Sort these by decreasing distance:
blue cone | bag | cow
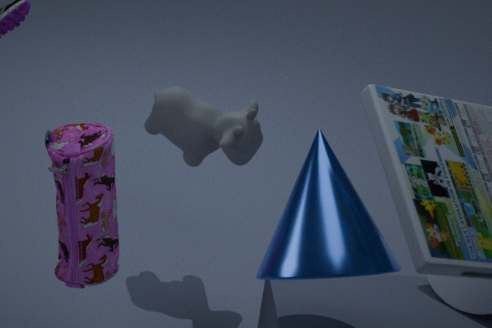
cow, bag, blue cone
